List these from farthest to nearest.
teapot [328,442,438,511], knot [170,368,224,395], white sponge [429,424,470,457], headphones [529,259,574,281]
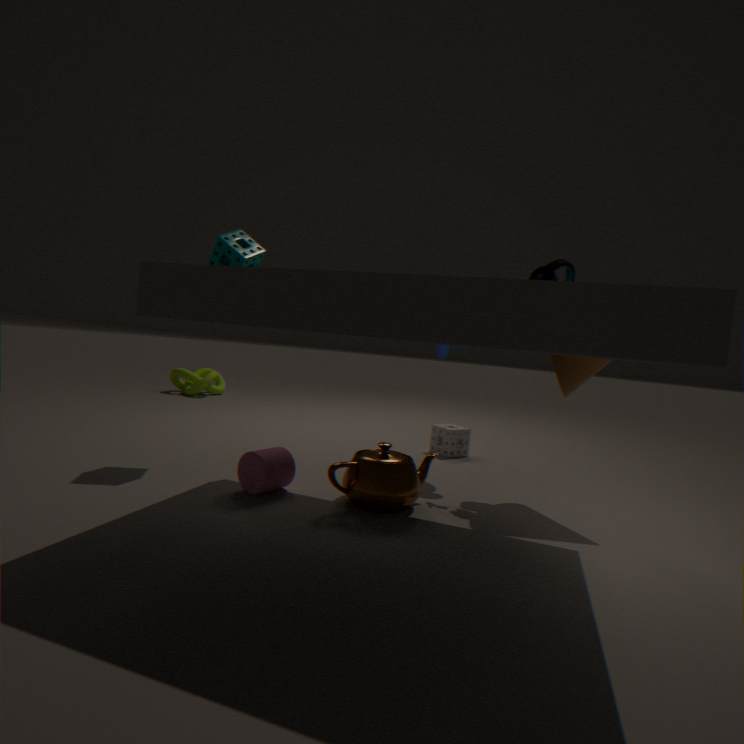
knot [170,368,224,395] → white sponge [429,424,470,457] → headphones [529,259,574,281] → teapot [328,442,438,511]
